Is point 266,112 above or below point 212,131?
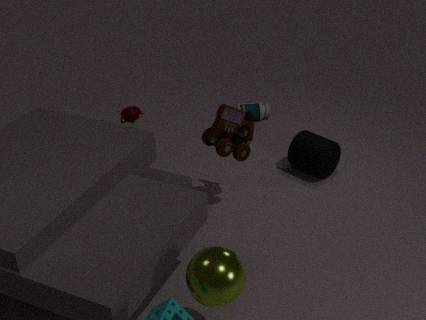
below
